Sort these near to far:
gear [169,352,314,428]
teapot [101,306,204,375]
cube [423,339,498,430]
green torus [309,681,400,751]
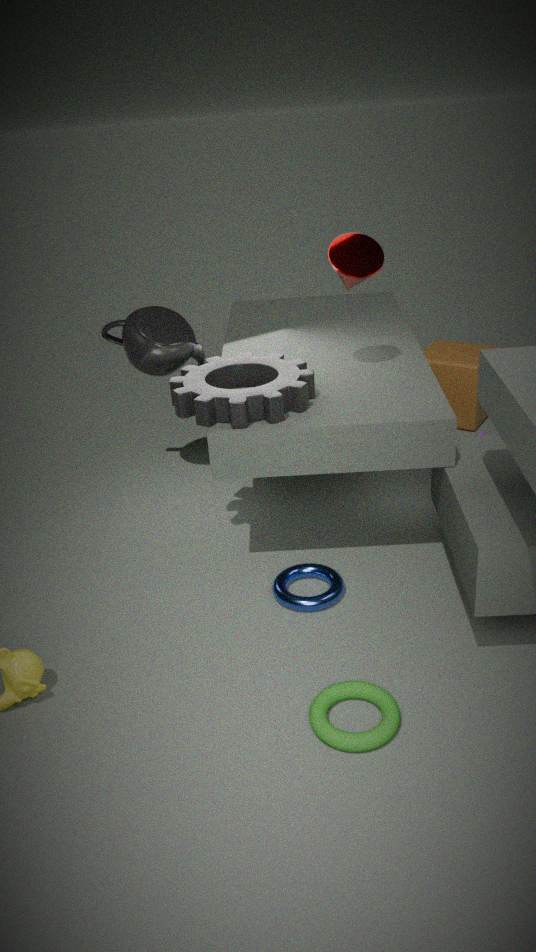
green torus [309,681,400,751], gear [169,352,314,428], teapot [101,306,204,375], cube [423,339,498,430]
